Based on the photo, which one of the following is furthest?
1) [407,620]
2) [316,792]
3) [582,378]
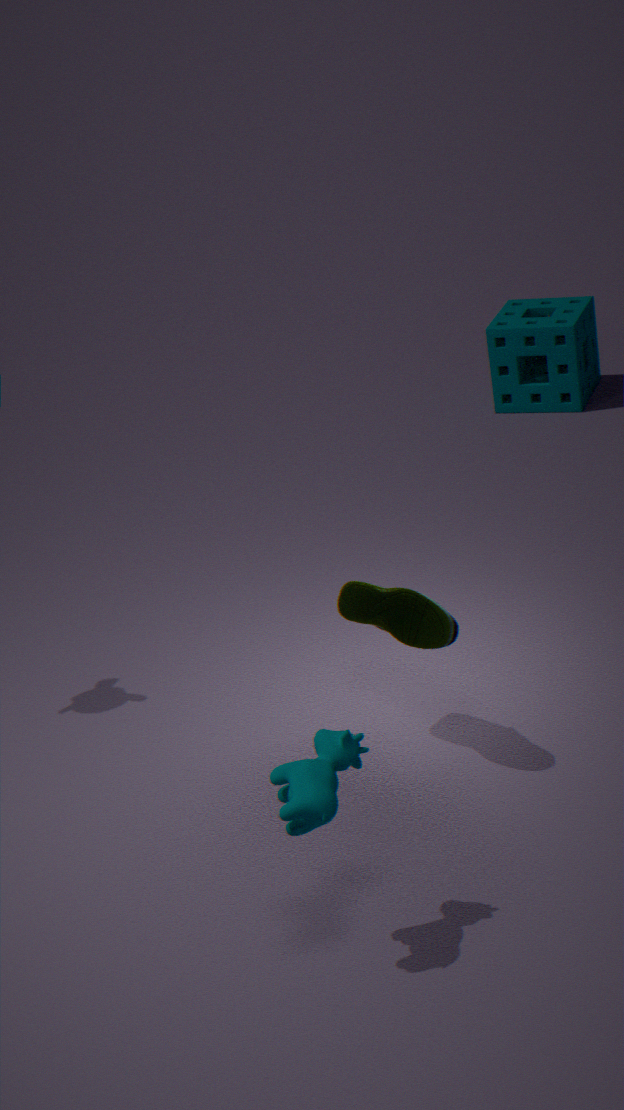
3. [582,378]
